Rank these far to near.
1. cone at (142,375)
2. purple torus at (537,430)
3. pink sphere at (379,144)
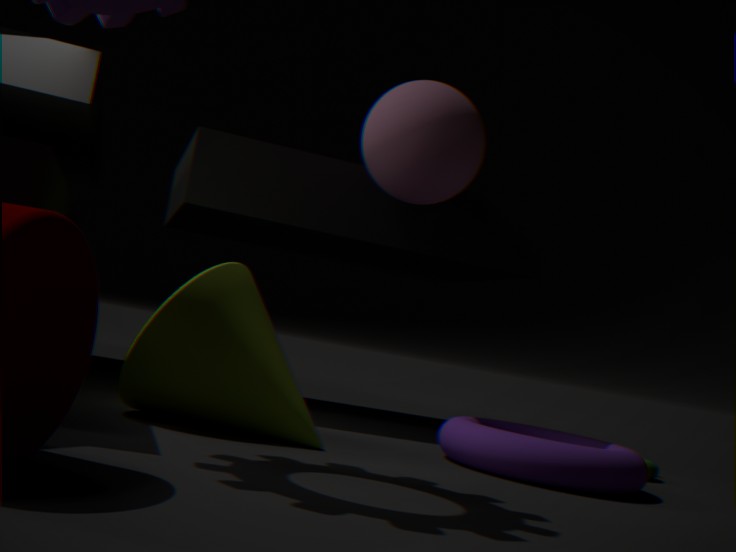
pink sphere at (379,144)
purple torus at (537,430)
cone at (142,375)
